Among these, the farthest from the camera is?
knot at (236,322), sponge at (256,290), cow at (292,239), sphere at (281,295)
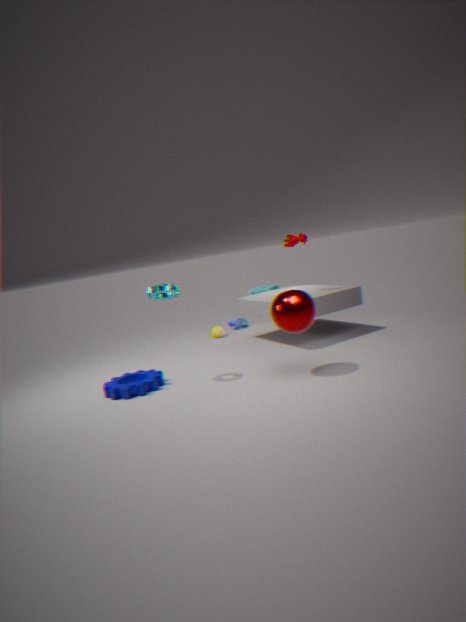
sponge at (256,290)
